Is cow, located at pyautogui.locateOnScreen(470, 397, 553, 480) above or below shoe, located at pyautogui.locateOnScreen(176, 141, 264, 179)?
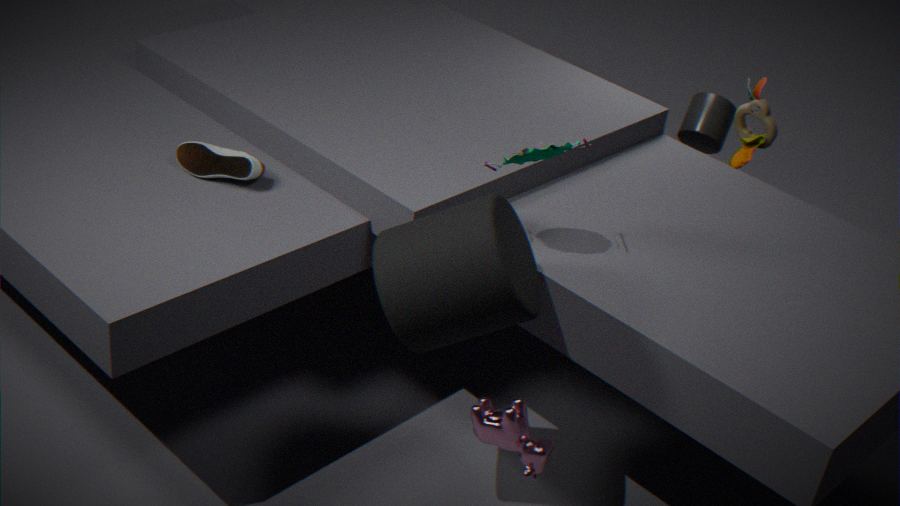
below
